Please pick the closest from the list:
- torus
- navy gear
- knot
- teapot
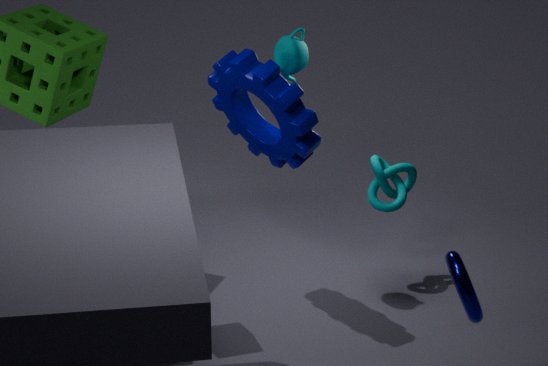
torus
